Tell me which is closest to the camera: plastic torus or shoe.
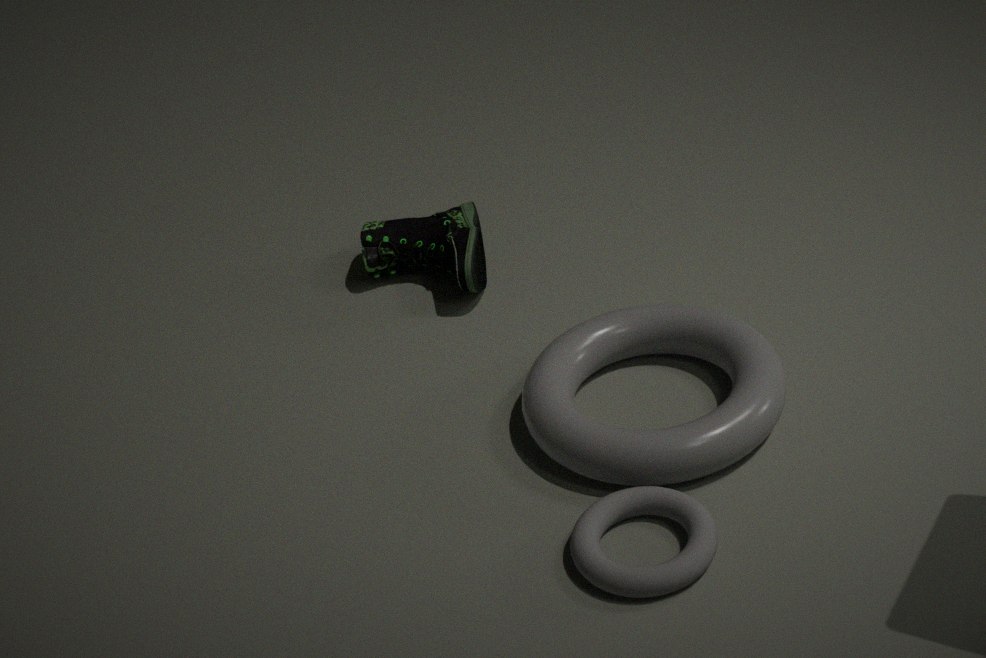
plastic torus
